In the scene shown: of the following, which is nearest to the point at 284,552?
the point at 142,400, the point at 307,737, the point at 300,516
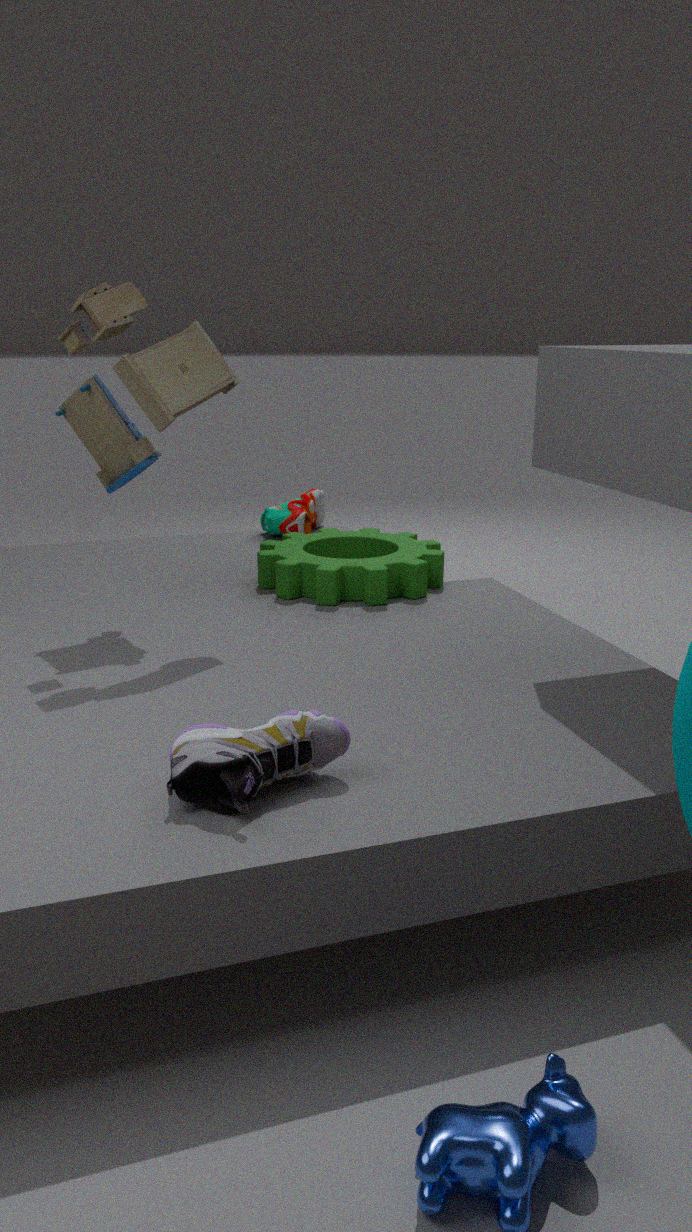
the point at 300,516
